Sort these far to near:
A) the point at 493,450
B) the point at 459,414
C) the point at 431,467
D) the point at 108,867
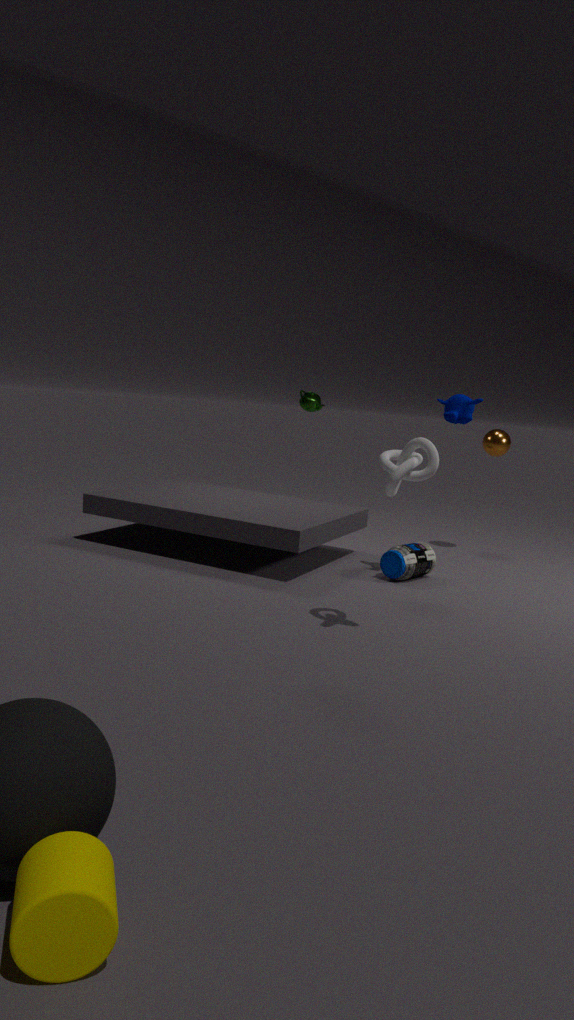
the point at 493,450, the point at 459,414, the point at 431,467, the point at 108,867
